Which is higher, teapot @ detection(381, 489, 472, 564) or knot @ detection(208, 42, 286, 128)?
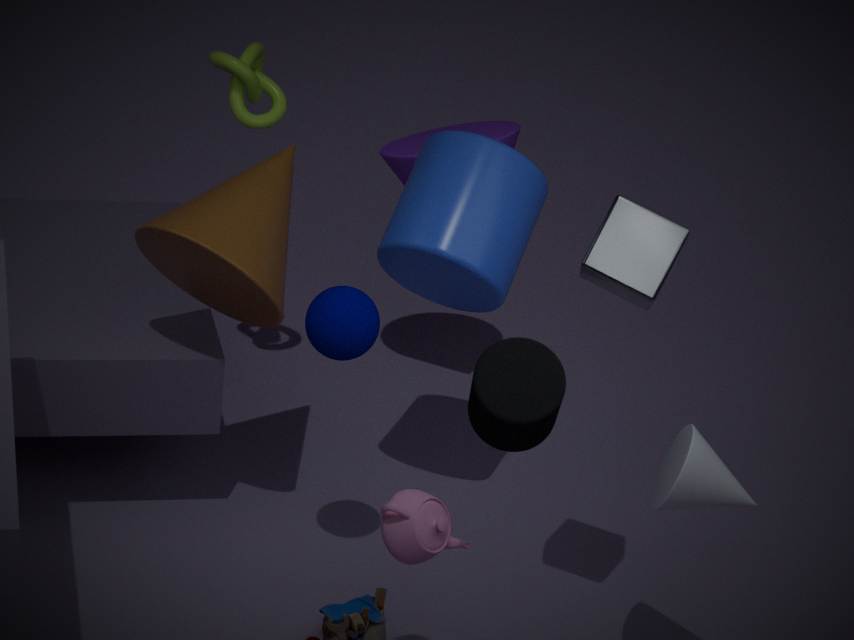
knot @ detection(208, 42, 286, 128)
